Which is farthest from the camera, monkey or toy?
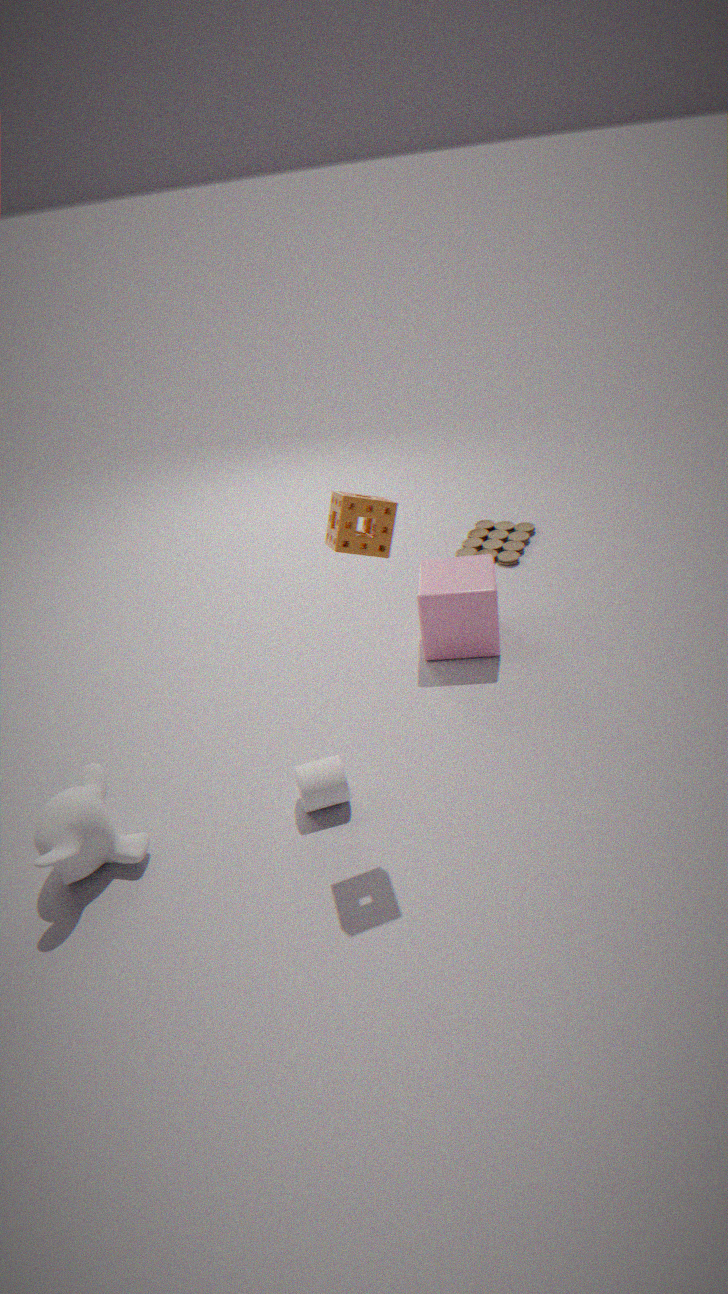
toy
